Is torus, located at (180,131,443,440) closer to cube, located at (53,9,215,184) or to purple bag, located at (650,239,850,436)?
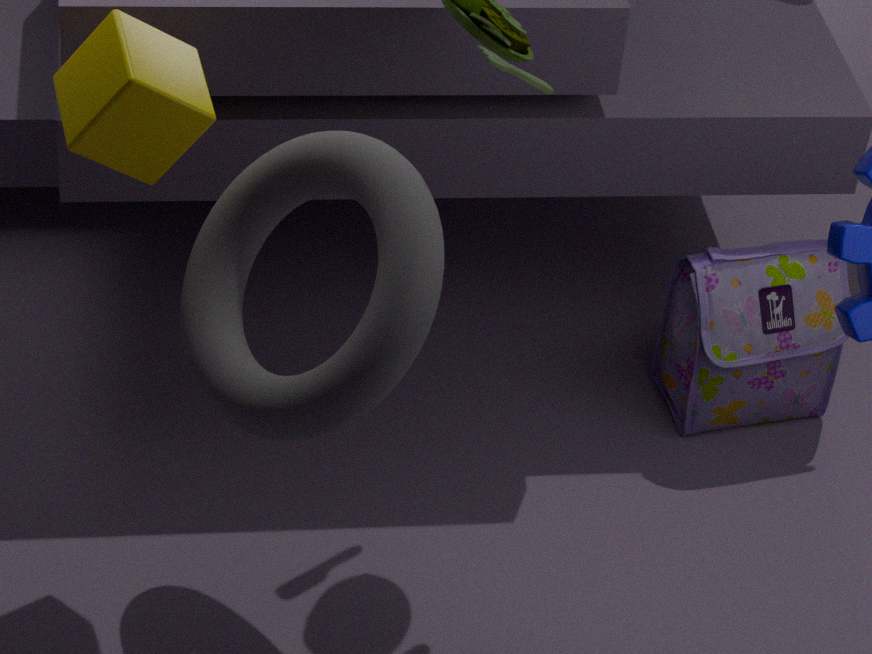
cube, located at (53,9,215,184)
